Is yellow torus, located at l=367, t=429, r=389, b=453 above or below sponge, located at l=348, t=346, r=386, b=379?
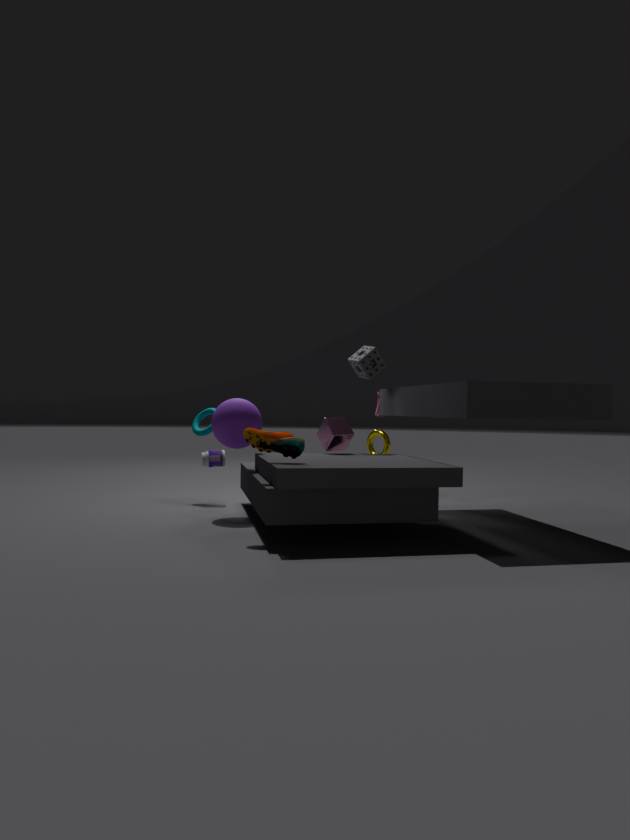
below
